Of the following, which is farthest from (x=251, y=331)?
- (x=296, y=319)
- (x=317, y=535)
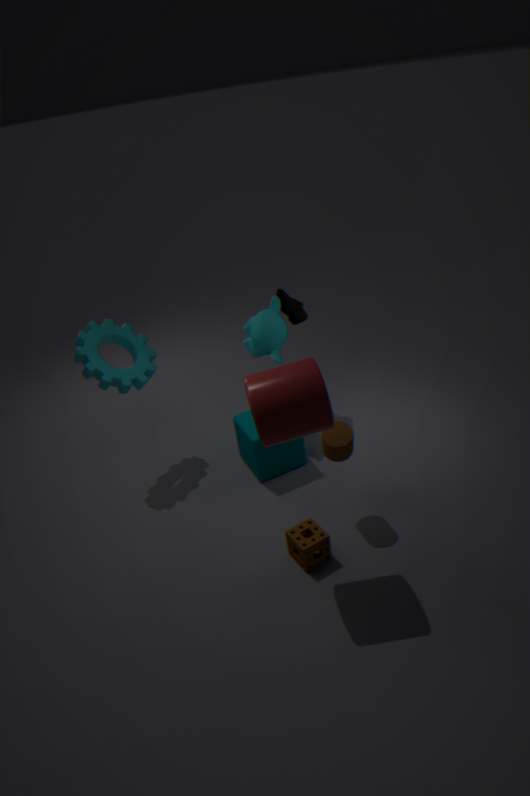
(x=317, y=535)
